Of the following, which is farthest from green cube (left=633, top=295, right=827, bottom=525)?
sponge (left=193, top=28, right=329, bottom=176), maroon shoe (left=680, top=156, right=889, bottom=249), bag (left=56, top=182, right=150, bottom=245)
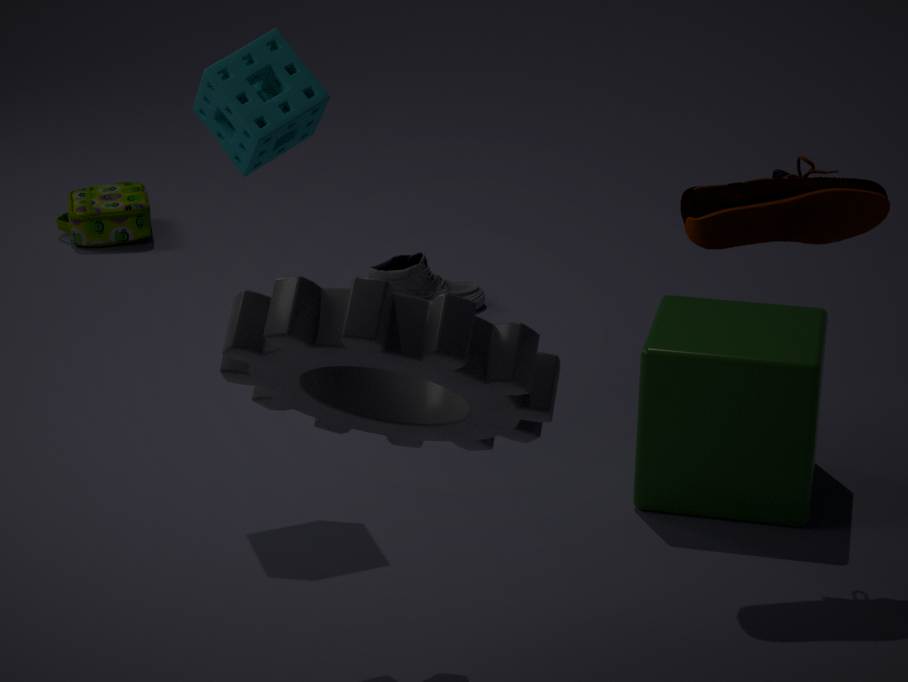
bag (left=56, top=182, right=150, bottom=245)
